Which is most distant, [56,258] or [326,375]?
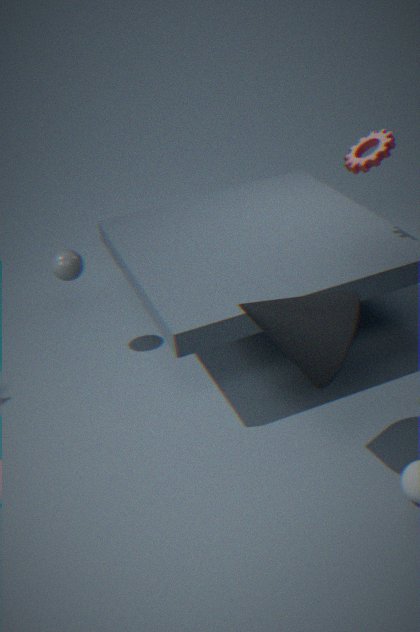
[56,258]
